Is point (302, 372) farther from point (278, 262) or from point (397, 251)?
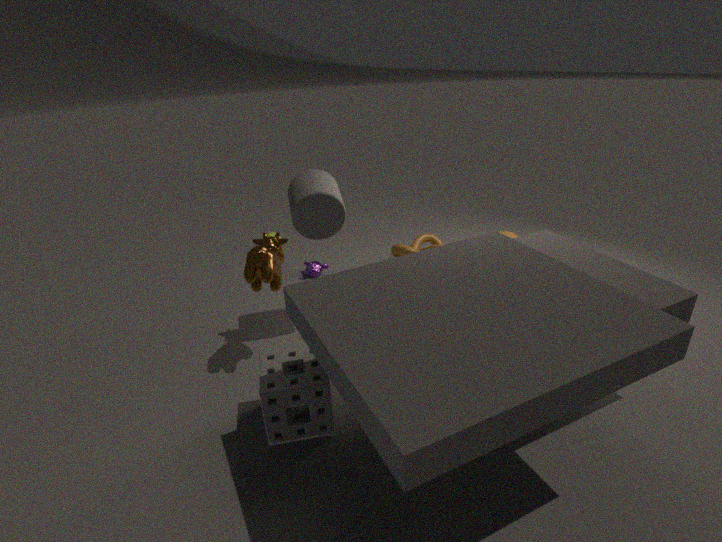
point (397, 251)
